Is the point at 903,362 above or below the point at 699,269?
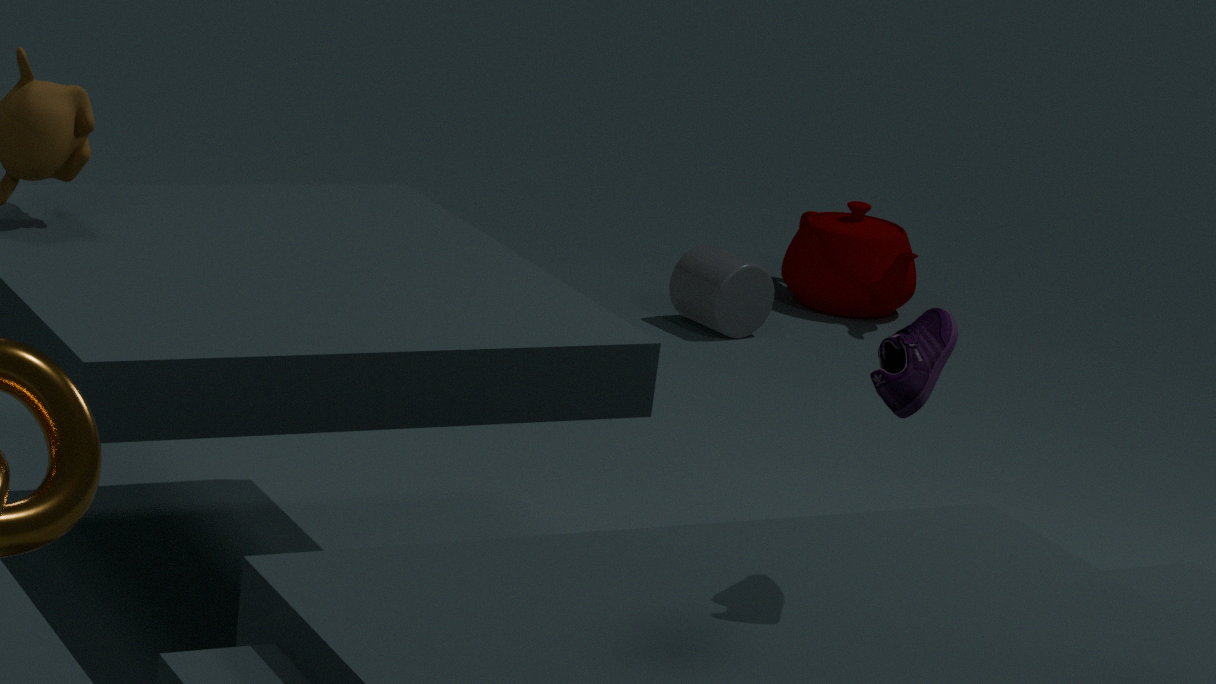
above
